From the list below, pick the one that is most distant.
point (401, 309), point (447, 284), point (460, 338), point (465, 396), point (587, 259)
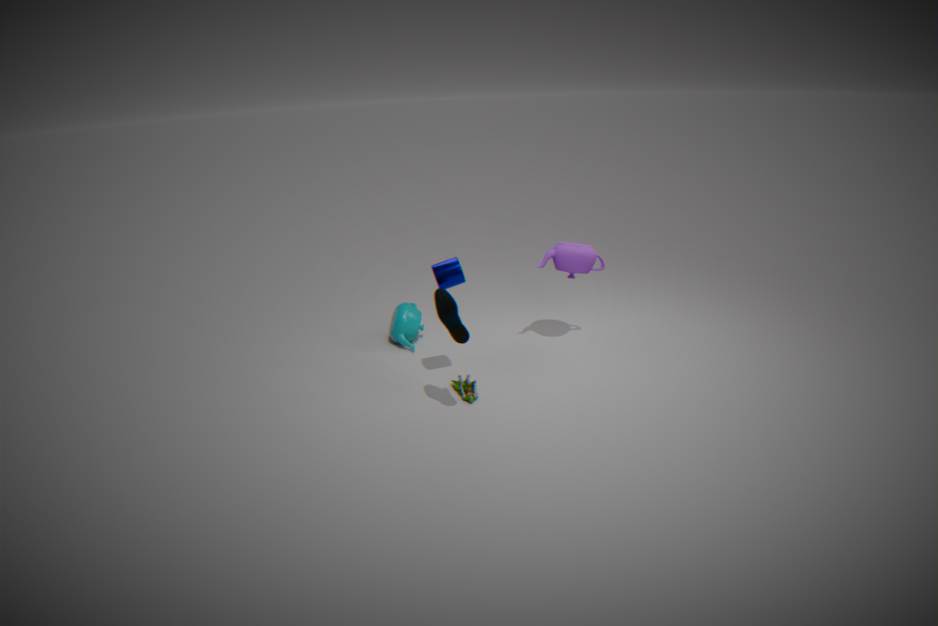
point (401, 309)
